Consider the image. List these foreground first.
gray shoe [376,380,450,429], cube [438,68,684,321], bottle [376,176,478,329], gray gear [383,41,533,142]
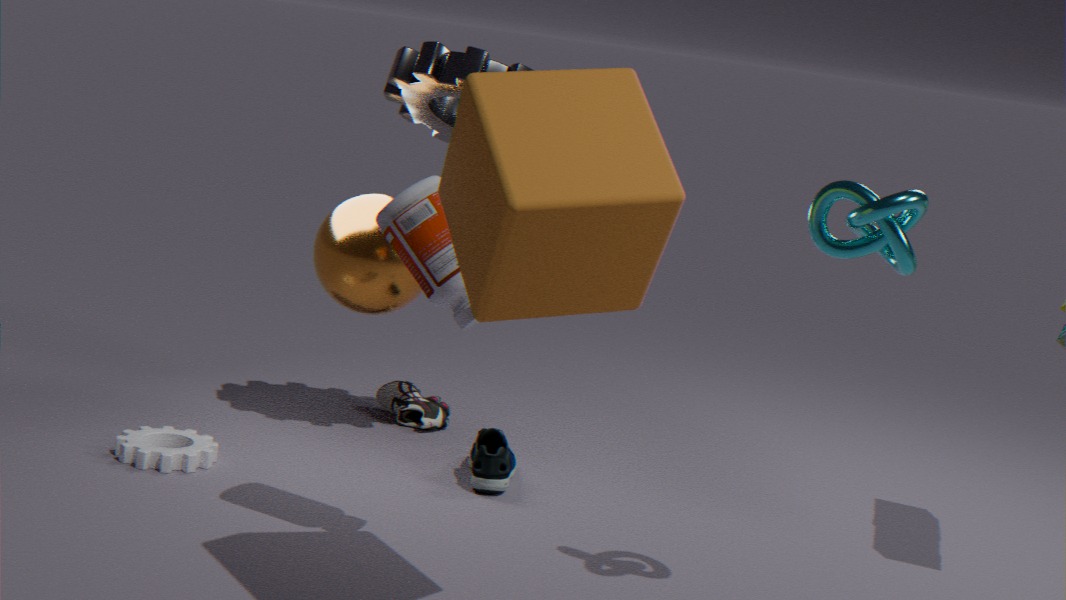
cube [438,68,684,321]
bottle [376,176,478,329]
gray gear [383,41,533,142]
gray shoe [376,380,450,429]
